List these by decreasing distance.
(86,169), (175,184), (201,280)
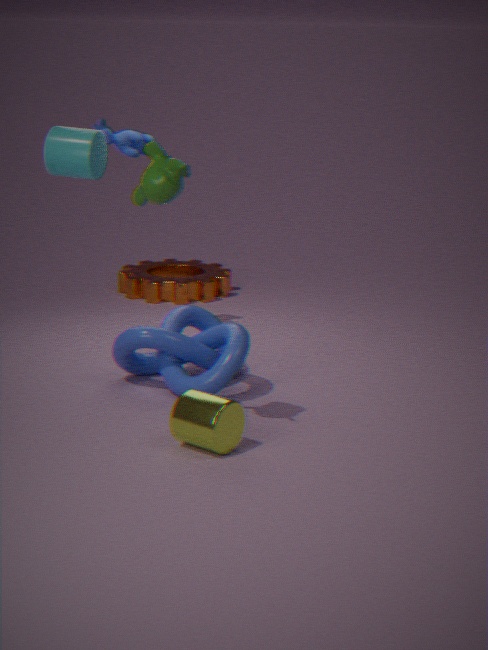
(201,280) → (86,169) → (175,184)
